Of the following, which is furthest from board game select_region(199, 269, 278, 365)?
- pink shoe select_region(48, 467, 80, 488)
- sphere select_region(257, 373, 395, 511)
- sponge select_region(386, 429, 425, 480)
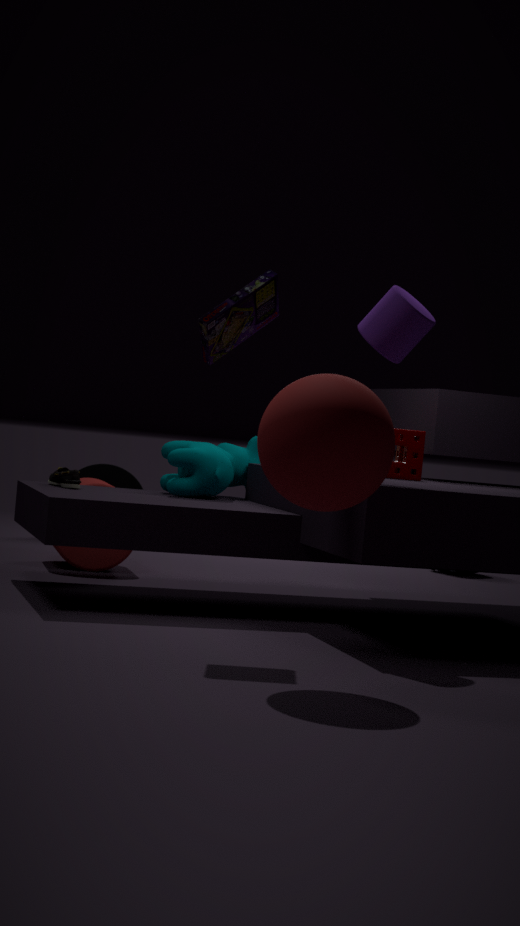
pink shoe select_region(48, 467, 80, 488)
